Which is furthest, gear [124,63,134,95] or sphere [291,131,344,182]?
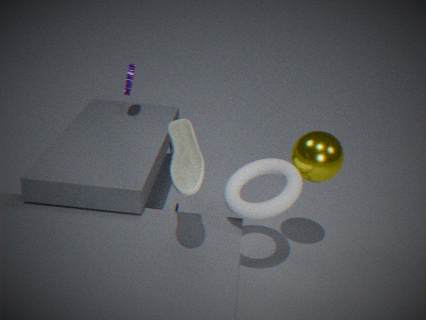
gear [124,63,134,95]
